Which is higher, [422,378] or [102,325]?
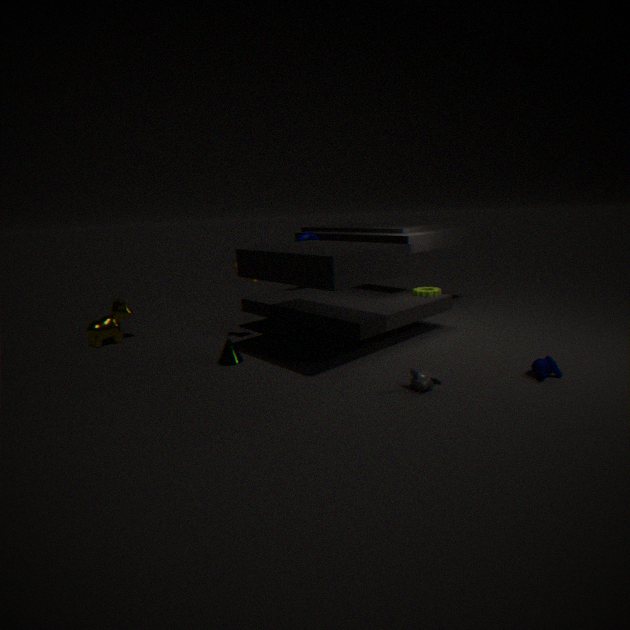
[102,325]
